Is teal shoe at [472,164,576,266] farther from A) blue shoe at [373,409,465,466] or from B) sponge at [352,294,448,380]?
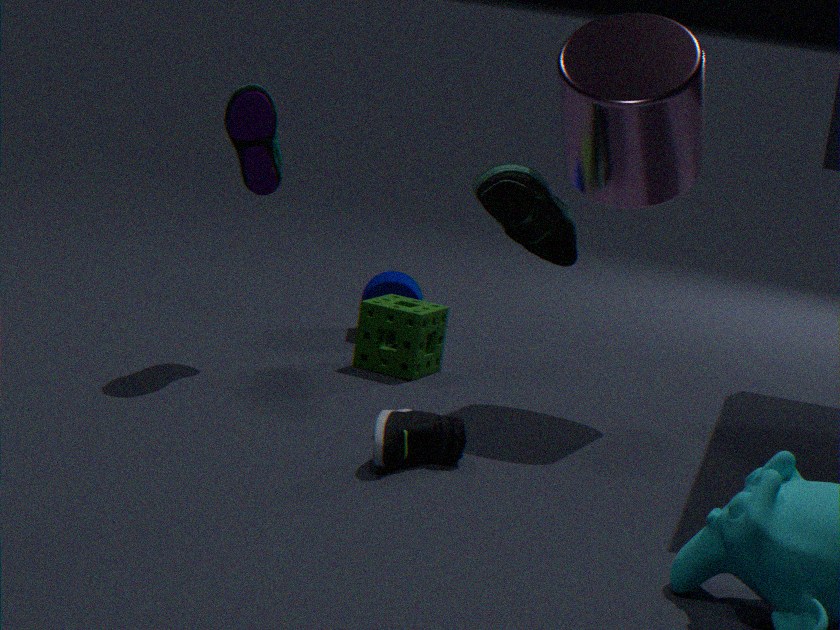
A) blue shoe at [373,409,465,466]
